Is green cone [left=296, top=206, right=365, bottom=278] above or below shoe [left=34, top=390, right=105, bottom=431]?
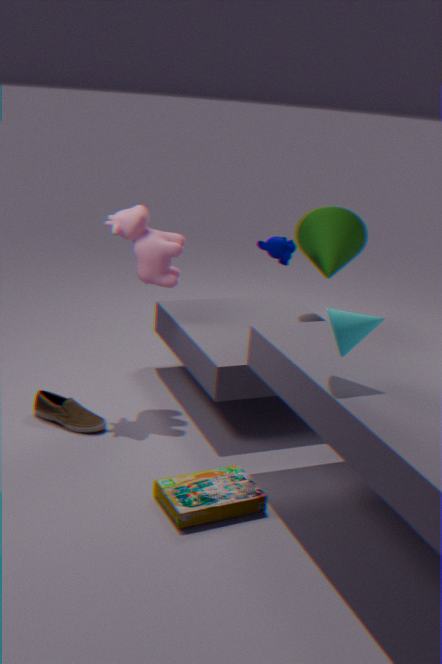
above
